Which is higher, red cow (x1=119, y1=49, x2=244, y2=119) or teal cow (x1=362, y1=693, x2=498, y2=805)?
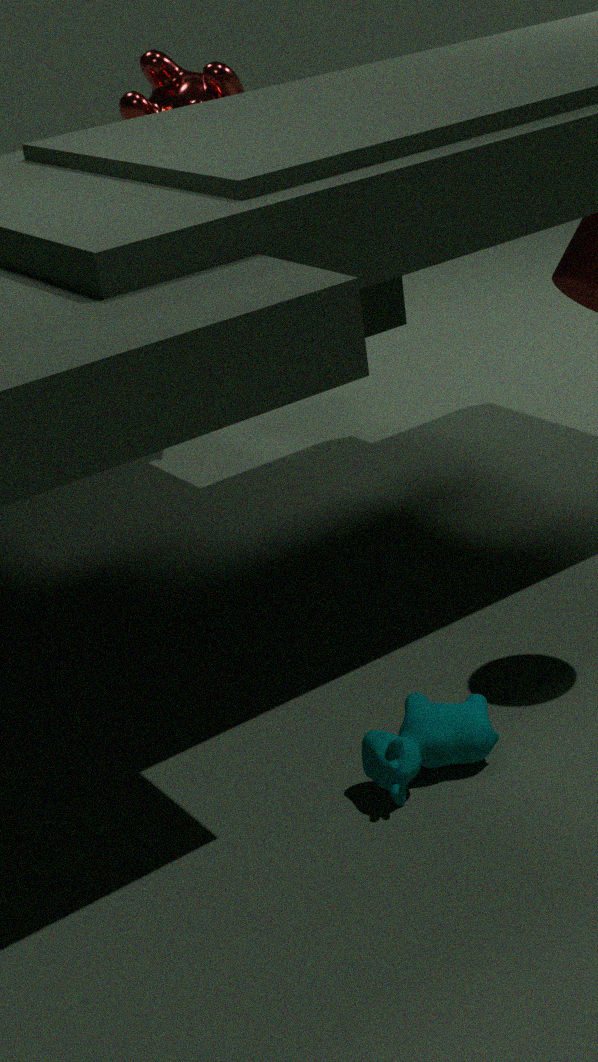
red cow (x1=119, y1=49, x2=244, y2=119)
